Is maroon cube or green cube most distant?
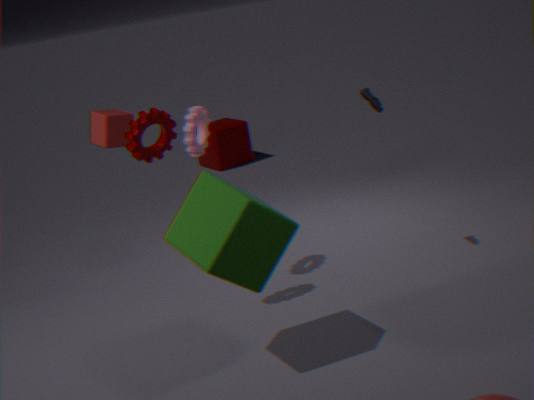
maroon cube
